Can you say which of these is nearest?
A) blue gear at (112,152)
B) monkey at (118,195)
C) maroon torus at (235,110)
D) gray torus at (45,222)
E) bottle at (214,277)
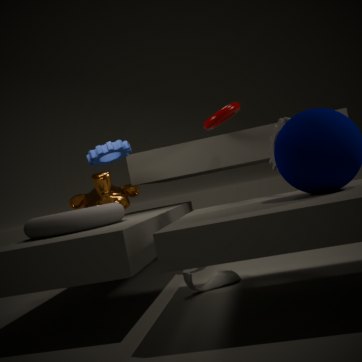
gray torus at (45,222)
